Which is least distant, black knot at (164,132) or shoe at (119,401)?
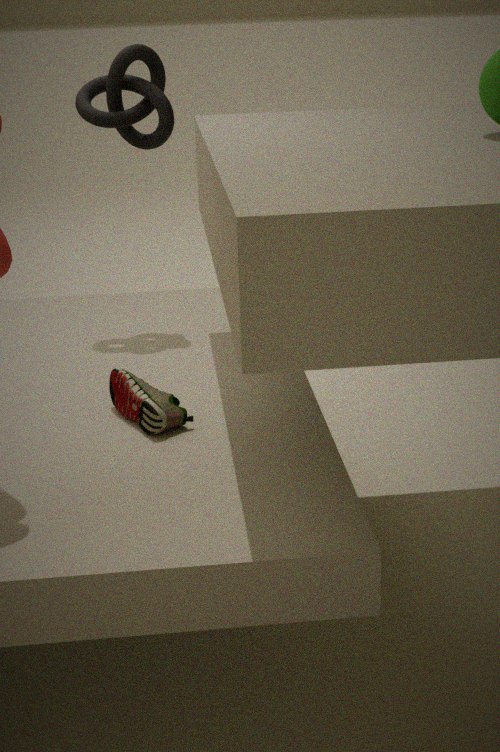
shoe at (119,401)
